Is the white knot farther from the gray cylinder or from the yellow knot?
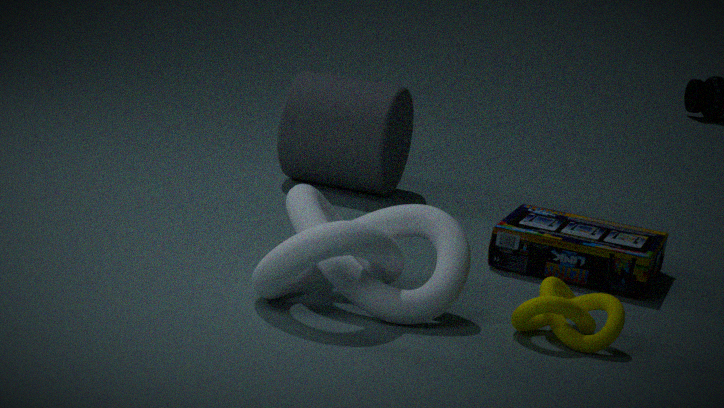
the gray cylinder
